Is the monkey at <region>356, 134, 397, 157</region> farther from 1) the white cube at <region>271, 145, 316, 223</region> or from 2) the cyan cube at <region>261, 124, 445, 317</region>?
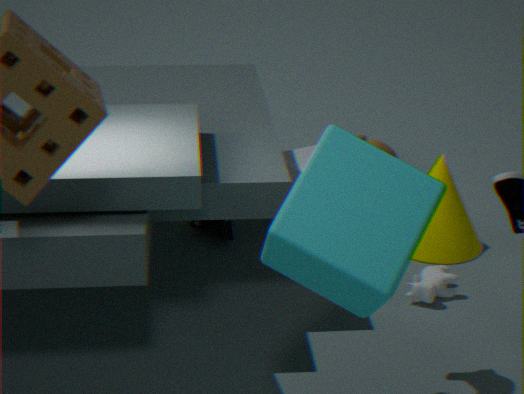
1) the white cube at <region>271, 145, 316, 223</region>
